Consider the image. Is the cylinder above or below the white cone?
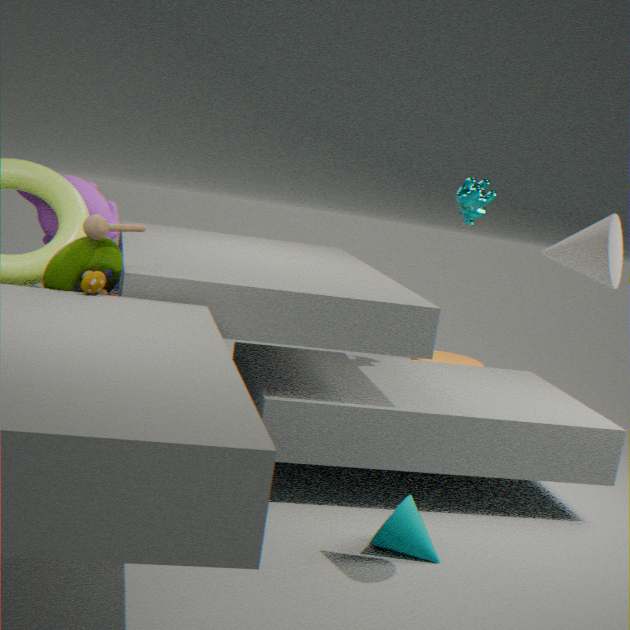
below
